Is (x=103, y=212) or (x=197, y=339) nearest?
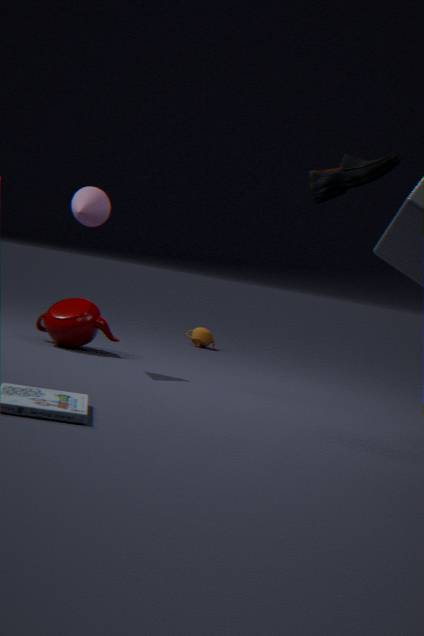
(x=103, y=212)
